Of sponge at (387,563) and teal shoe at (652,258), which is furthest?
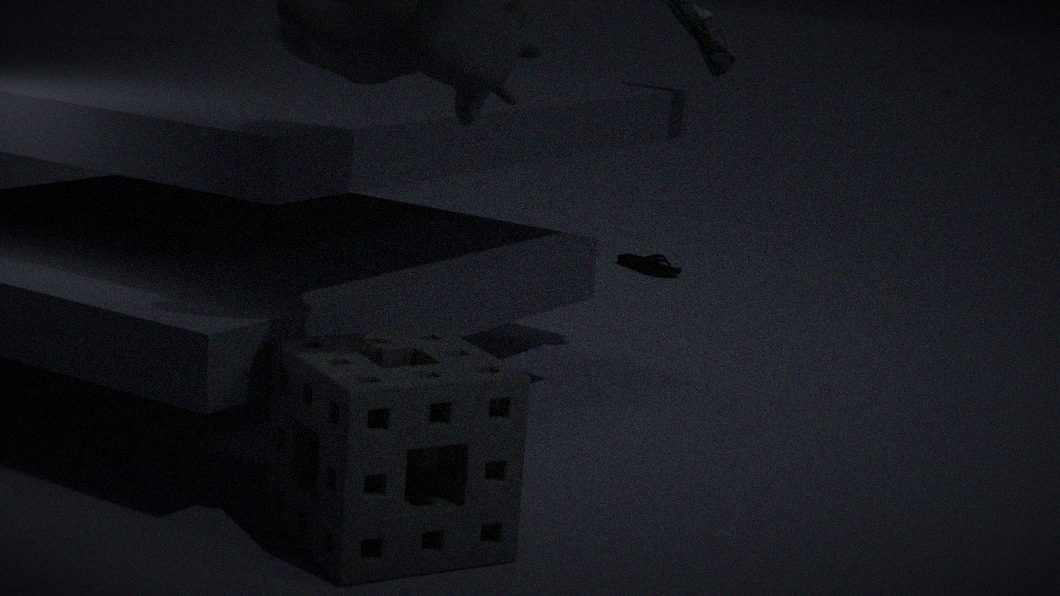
teal shoe at (652,258)
